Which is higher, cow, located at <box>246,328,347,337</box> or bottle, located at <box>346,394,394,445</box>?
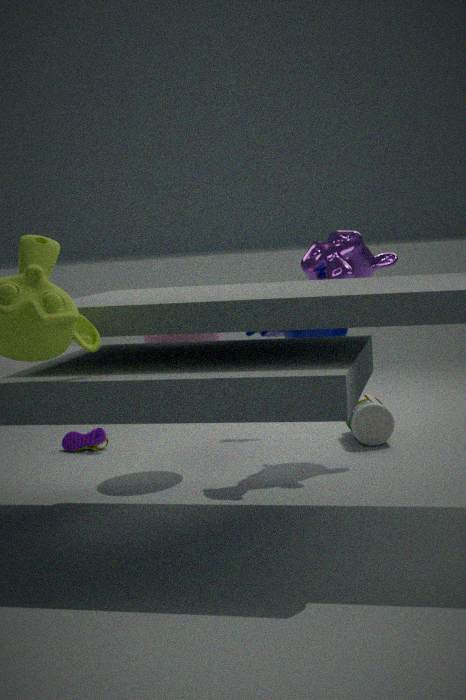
cow, located at <box>246,328,347,337</box>
